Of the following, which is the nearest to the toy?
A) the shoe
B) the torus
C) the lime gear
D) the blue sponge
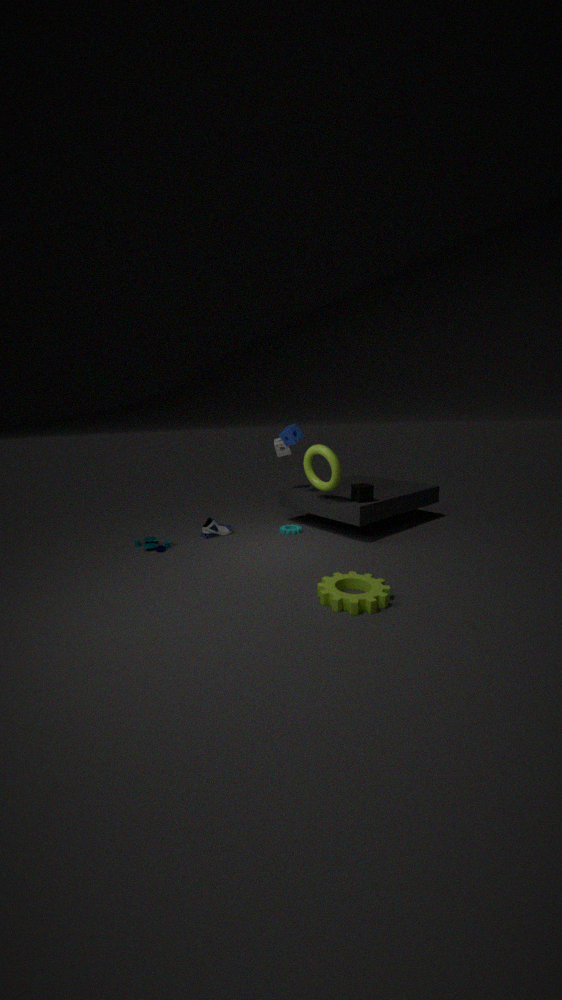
the shoe
